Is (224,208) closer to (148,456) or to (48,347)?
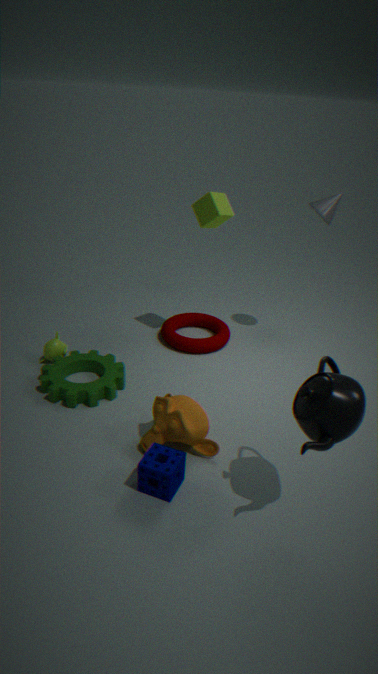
(48,347)
